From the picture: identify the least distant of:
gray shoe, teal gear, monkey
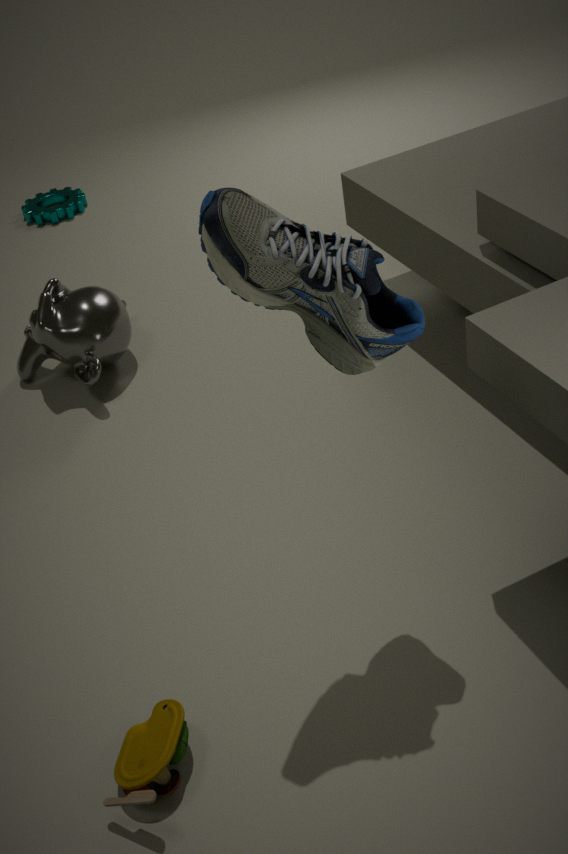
gray shoe
